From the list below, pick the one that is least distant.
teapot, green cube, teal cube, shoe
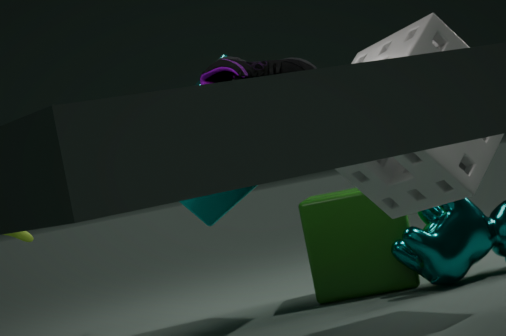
shoe
